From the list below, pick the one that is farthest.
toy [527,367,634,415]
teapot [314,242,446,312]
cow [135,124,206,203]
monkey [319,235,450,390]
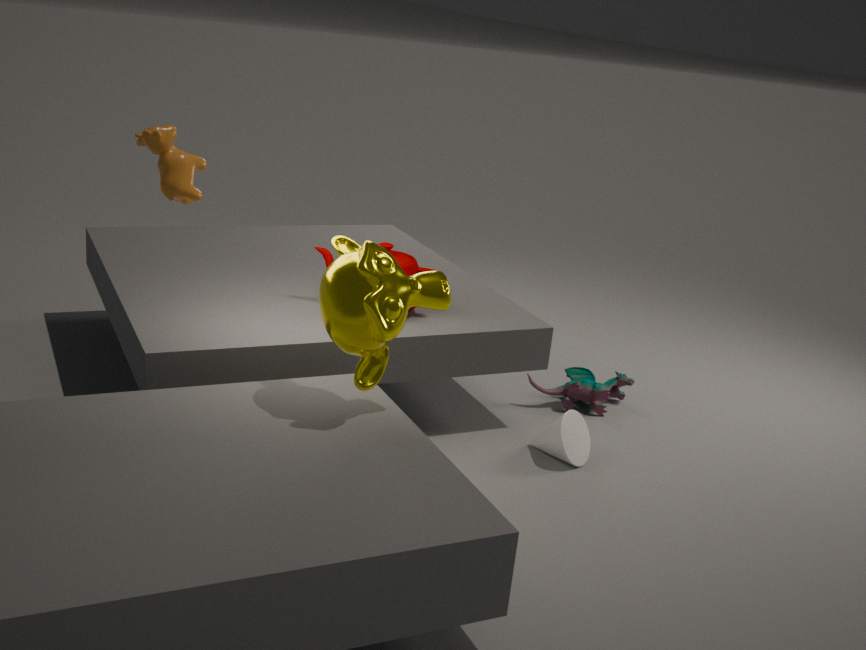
toy [527,367,634,415]
